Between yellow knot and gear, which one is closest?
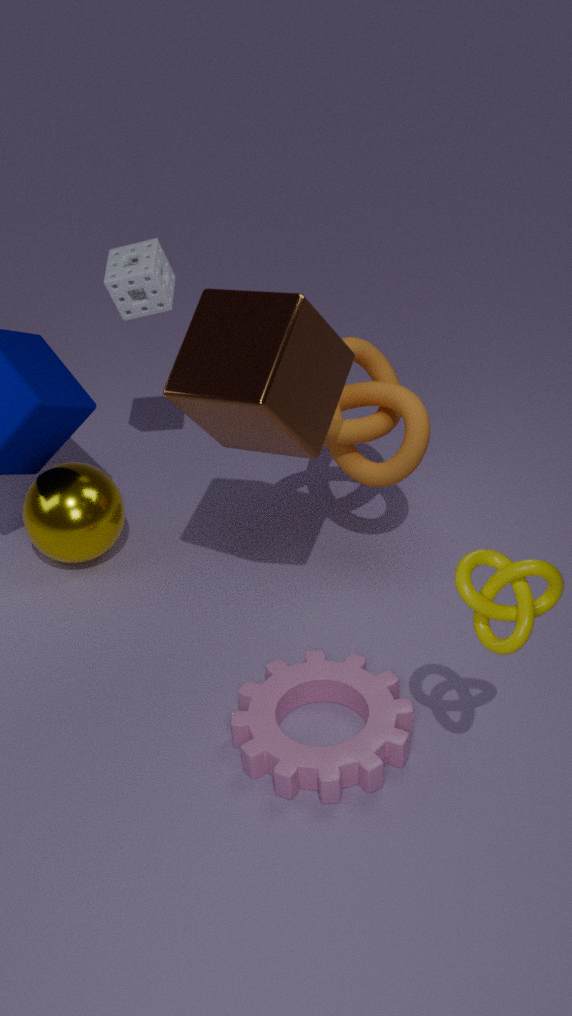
yellow knot
